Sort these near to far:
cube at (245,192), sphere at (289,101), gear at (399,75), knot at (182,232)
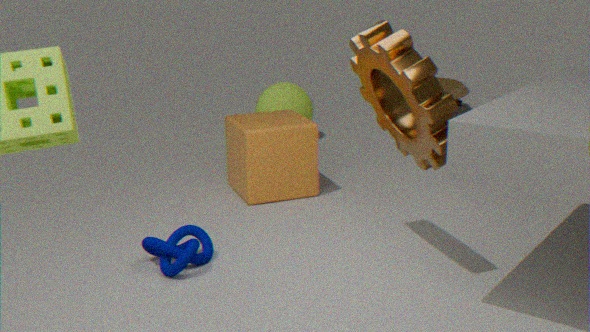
gear at (399,75)
knot at (182,232)
cube at (245,192)
sphere at (289,101)
